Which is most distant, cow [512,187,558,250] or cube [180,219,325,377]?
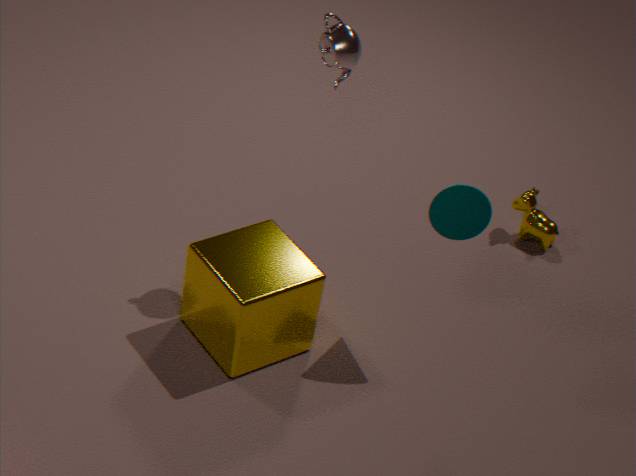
cow [512,187,558,250]
